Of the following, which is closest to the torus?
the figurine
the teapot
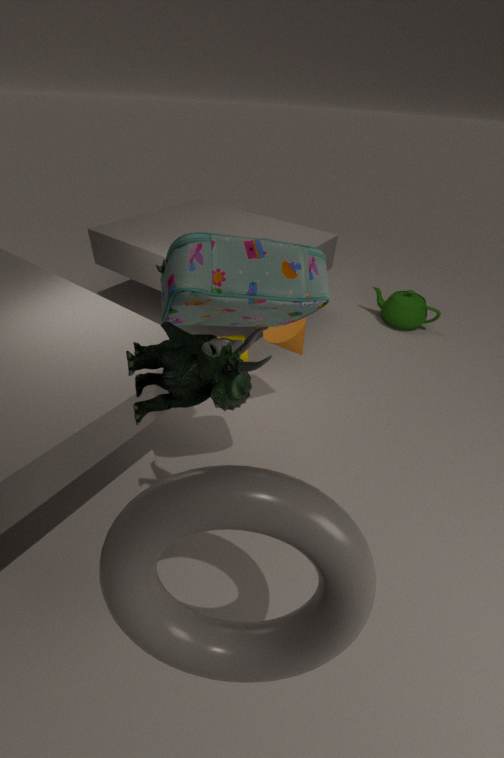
the figurine
